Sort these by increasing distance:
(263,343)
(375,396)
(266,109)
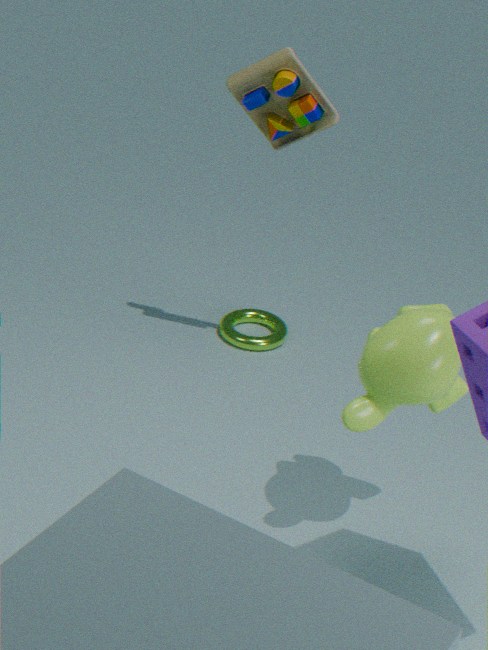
(375,396) < (266,109) < (263,343)
